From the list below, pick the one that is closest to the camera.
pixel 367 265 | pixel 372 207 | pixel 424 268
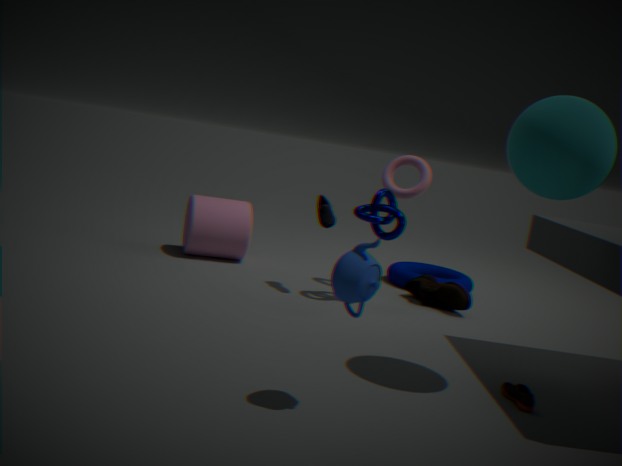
pixel 367 265
